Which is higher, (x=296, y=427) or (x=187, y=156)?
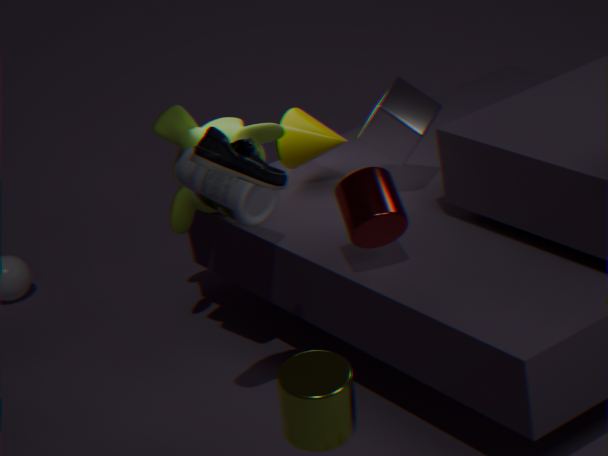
(x=187, y=156)
